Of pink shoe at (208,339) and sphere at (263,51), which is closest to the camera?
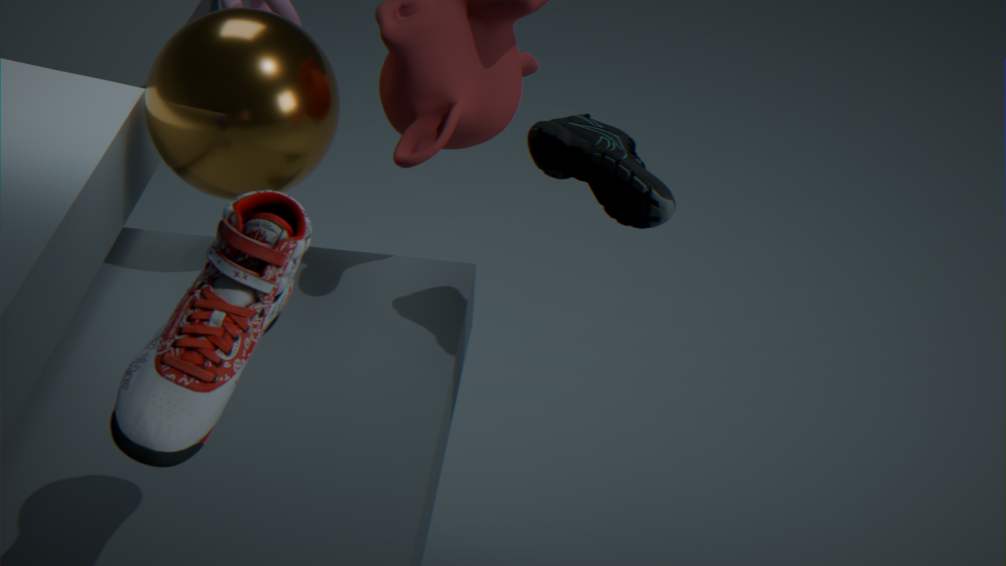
pink shoe at (208,339)
